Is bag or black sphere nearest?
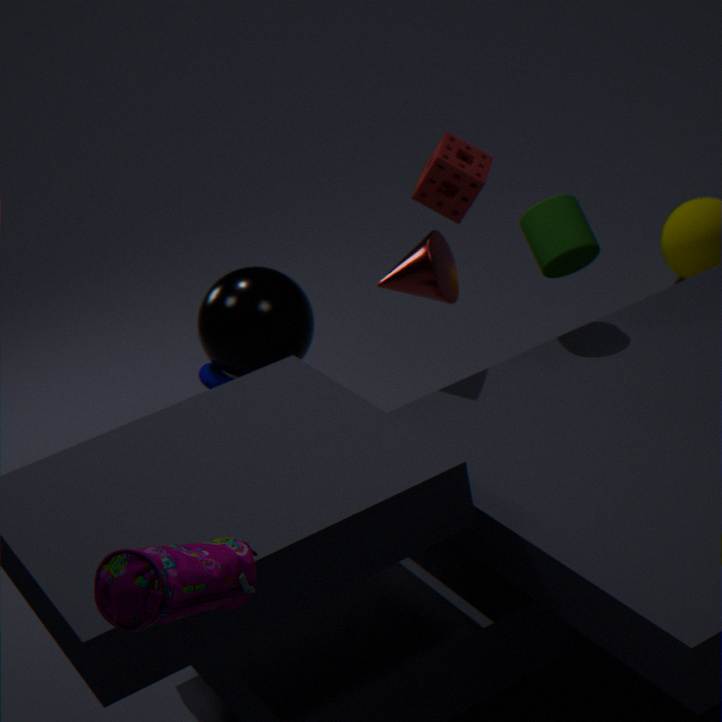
bag
